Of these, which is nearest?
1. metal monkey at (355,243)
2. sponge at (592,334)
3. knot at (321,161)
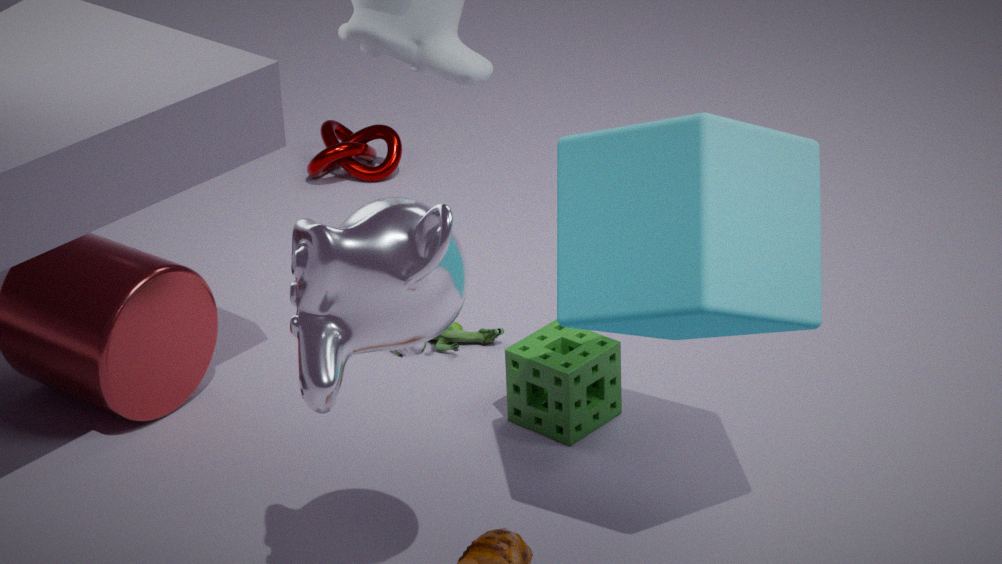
metal monkey at (355,243)
